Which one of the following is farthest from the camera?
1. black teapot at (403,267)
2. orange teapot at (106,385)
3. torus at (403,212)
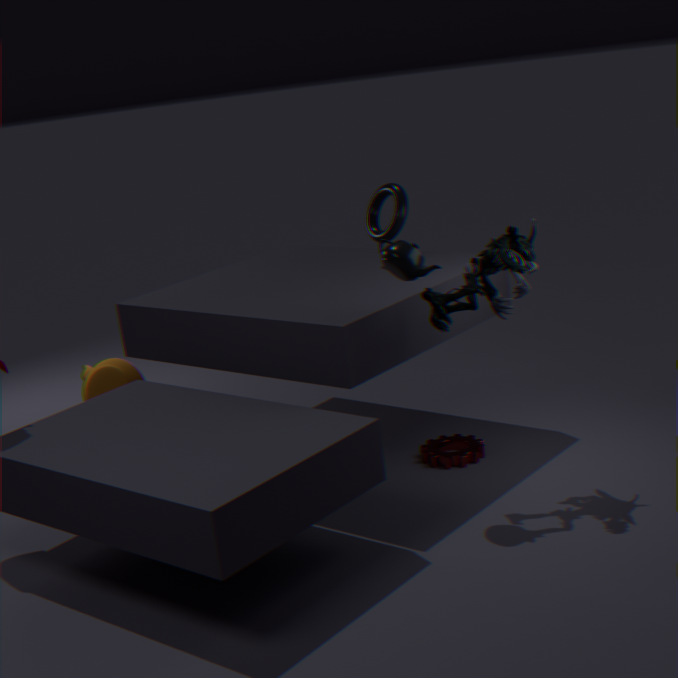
orange teapot at (106,385)
